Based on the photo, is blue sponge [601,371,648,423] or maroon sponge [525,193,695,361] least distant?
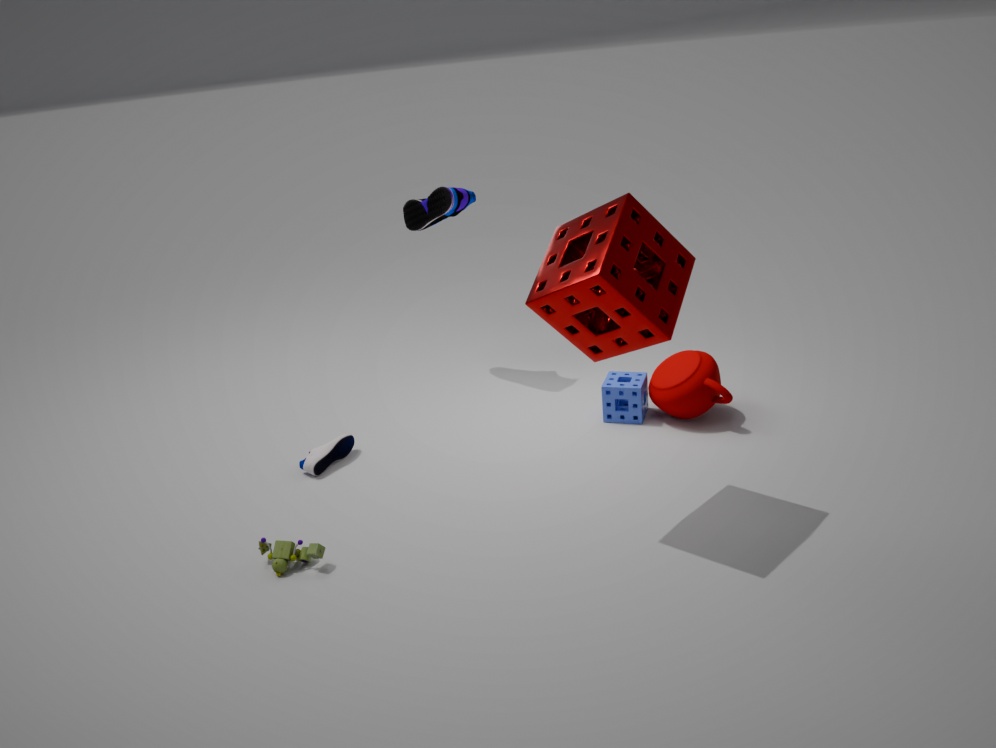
maroon sponge [525,193,695,361]
